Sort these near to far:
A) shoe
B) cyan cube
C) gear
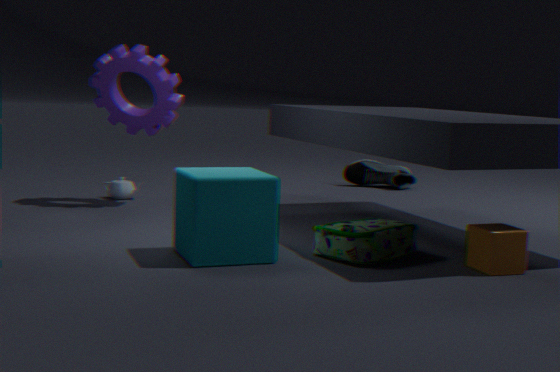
1. cyan cube
2. gear
3. shoe
